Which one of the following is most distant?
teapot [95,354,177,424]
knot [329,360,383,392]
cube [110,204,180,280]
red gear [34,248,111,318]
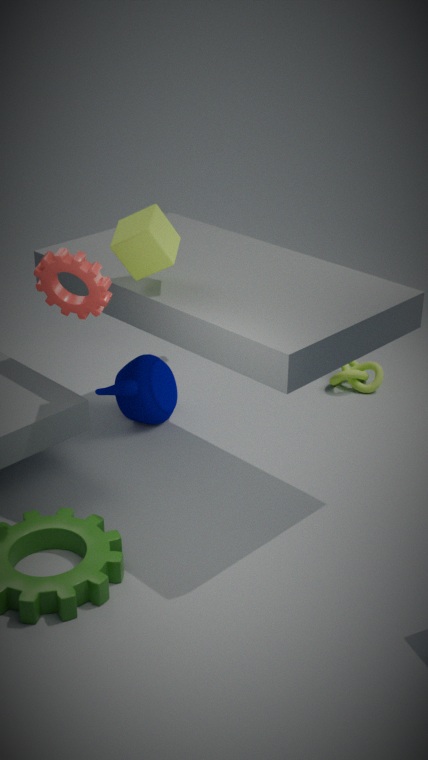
knot [329,360,383,392]
